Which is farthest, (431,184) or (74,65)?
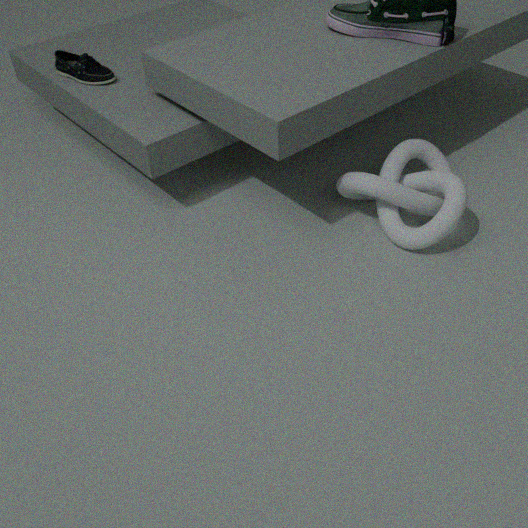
(74,65)
